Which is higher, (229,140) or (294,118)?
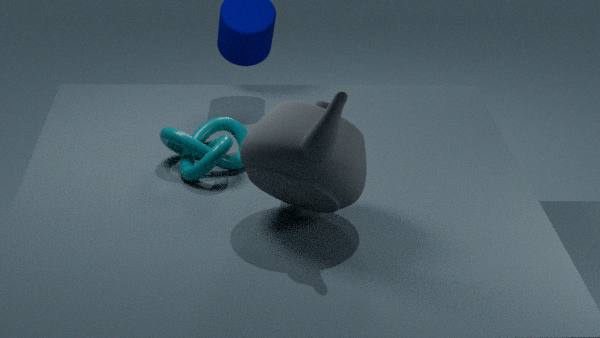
(294,118)
